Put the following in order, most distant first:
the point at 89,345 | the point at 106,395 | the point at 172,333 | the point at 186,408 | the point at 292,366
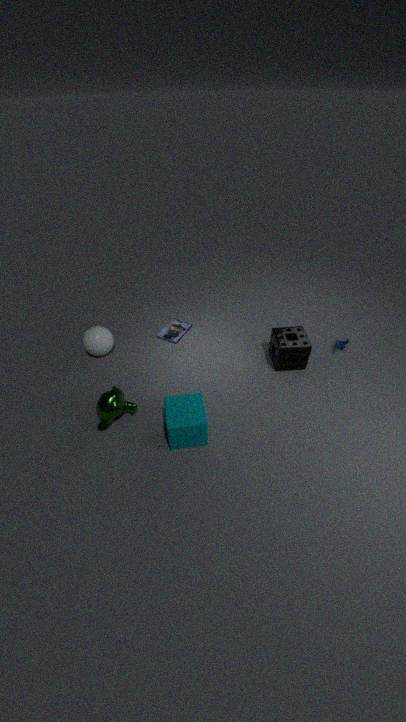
the point at 172,333 → the point at 89,345 → the point at 292,366 → the point at 106,395 → the point at 186,408
